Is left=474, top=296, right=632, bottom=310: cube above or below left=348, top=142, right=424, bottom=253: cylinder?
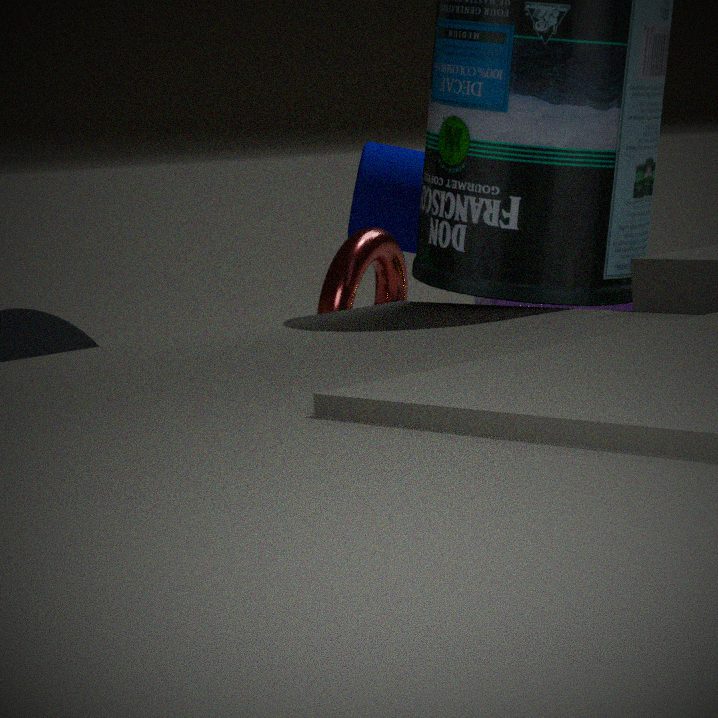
below
